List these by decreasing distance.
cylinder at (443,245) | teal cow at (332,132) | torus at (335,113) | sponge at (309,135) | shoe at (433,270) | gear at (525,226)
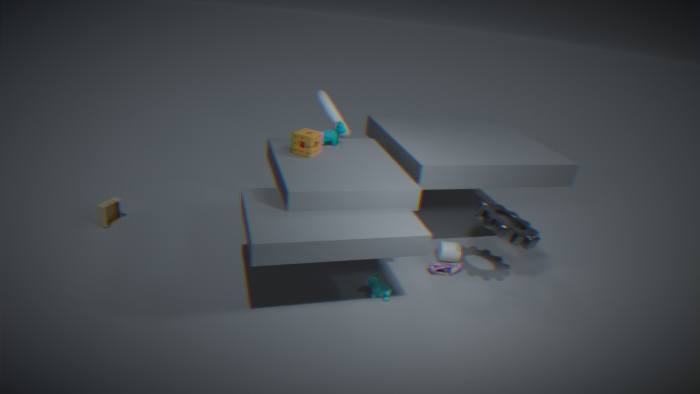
torus at (335,113) → cylinder at (443,245) → teal cow at (332,132) → shoe at (433,270) → sponge at (309,135) → gear at (525,226)
